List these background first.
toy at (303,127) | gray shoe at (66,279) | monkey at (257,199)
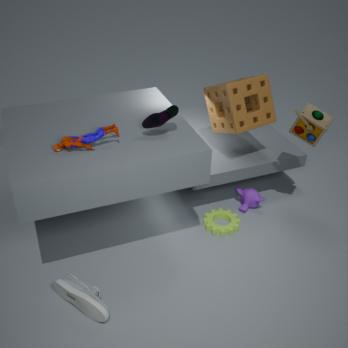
monkey at (257,199) → toy at (303,127) → gray shoe at (66,279)
